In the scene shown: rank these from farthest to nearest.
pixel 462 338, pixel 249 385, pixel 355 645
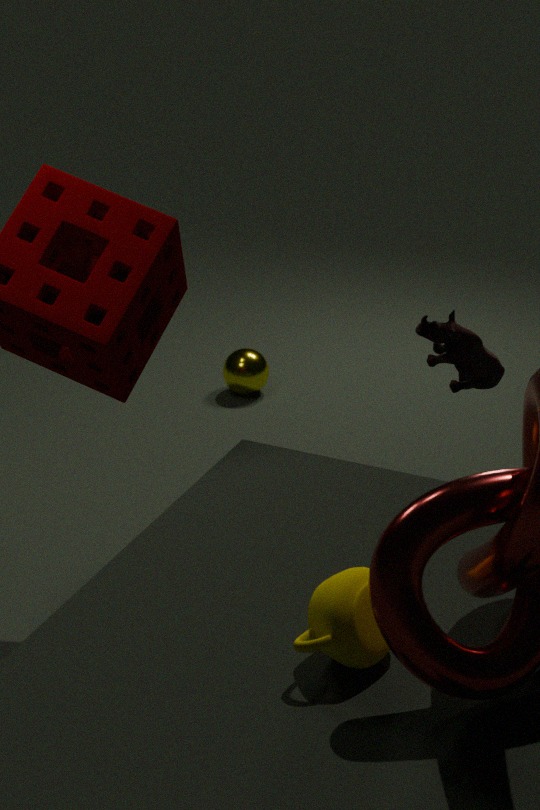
pixel 249 385 < pixel 462 338 < pixel 355 645
